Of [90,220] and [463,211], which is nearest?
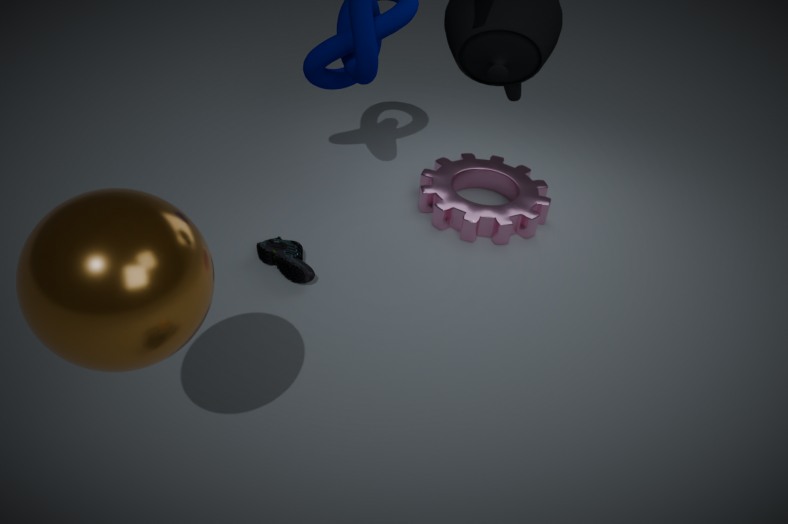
[90,220]
